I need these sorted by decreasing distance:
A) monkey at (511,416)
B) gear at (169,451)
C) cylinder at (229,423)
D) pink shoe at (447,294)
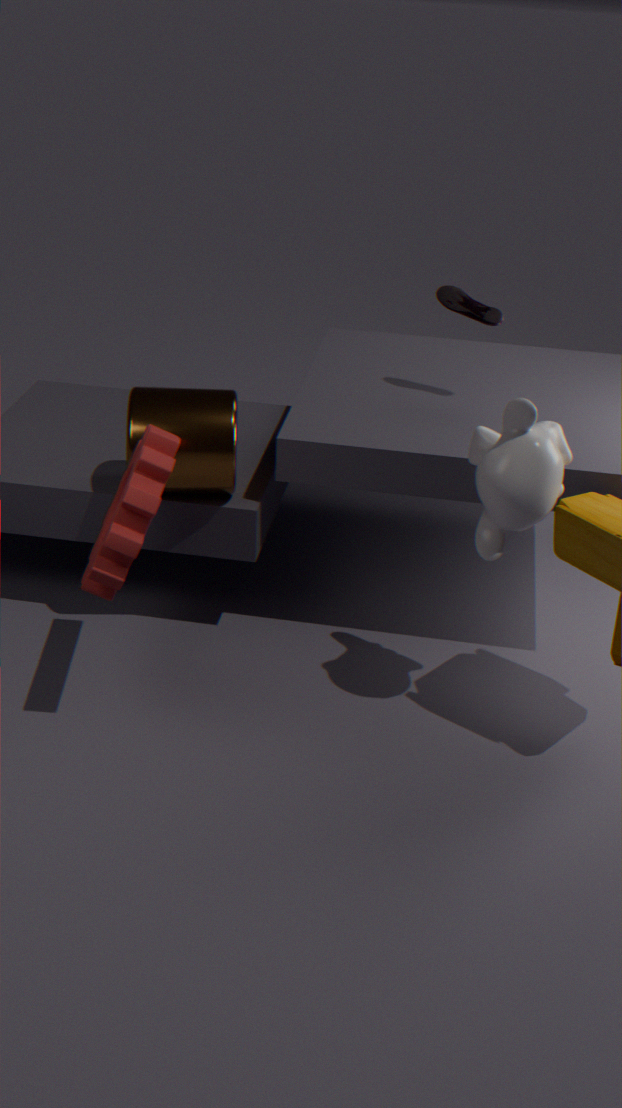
1. pink shoe at (447,294)
2. cylinder at (229,423)
3. monkey at (511,416)
4. gear at (169,451)
